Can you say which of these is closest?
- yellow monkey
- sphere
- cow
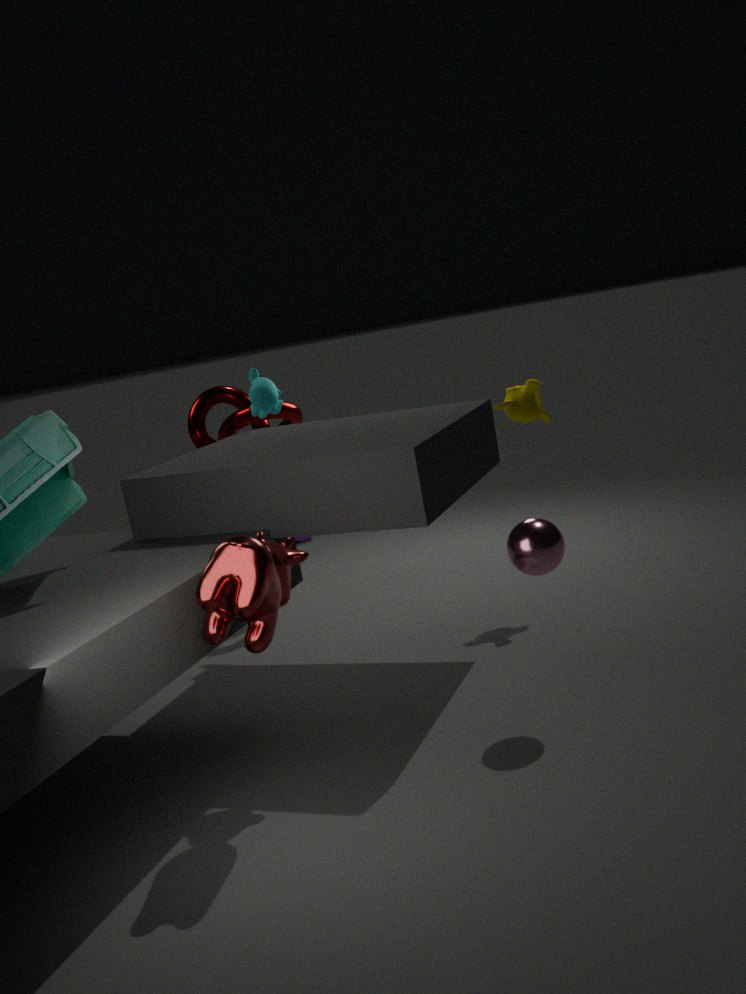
cow
